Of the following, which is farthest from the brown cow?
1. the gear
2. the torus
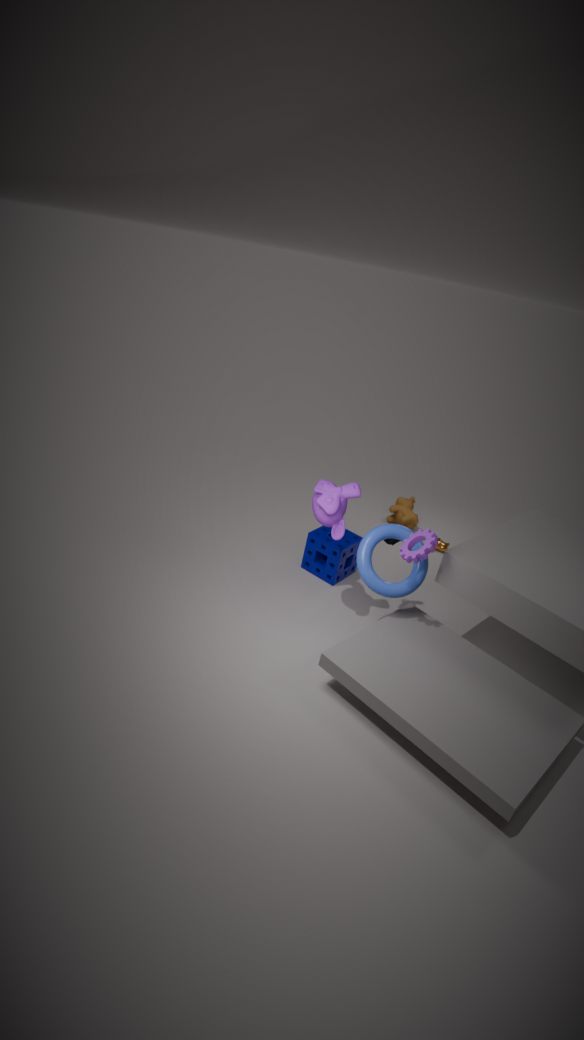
the gear
